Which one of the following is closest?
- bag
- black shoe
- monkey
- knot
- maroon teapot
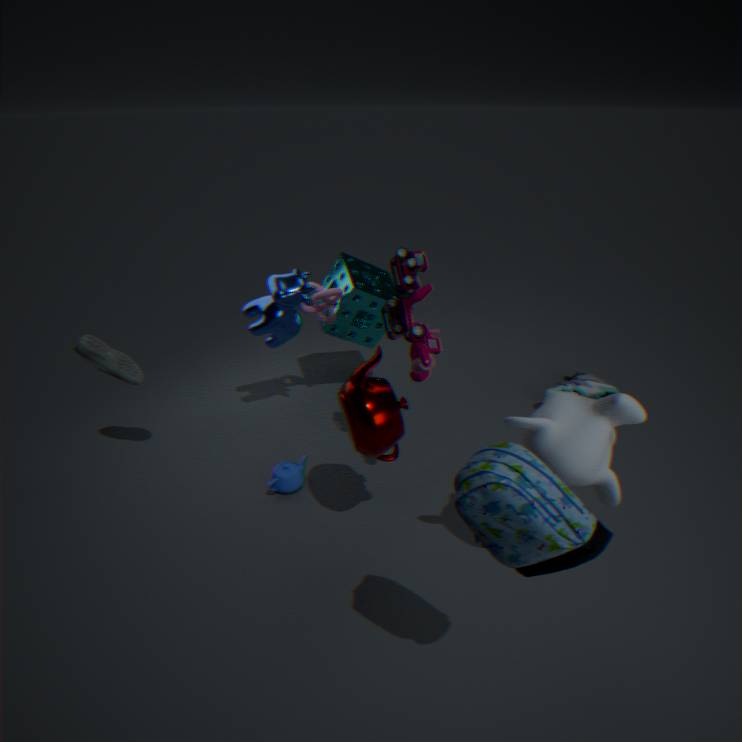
bag
